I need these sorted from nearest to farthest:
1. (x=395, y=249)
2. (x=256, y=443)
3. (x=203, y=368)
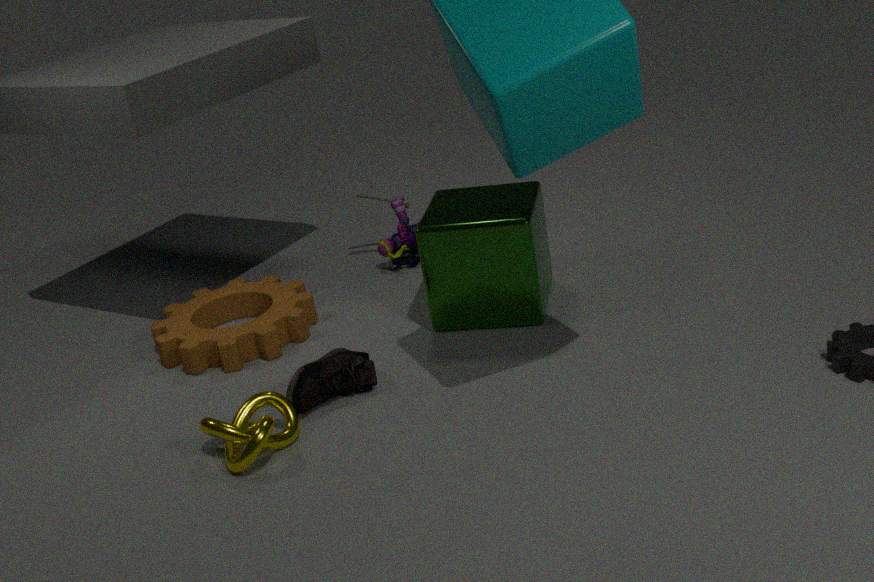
(x=256, y=443) → (x=203, y=368) → (x=395, y=249)
